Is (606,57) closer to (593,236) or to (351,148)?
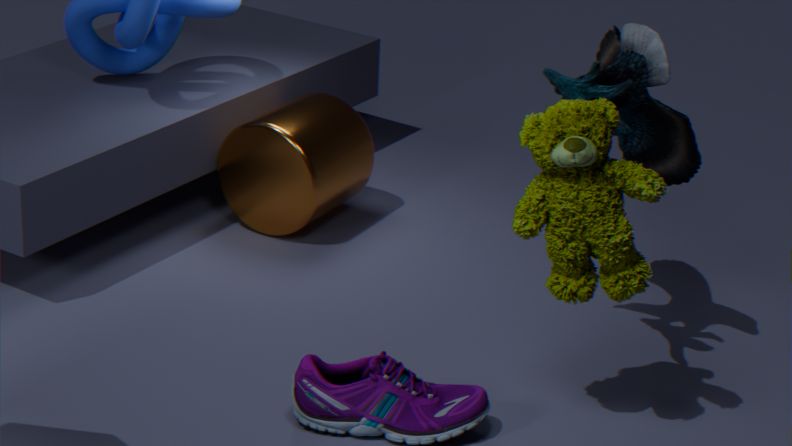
(593,236)
